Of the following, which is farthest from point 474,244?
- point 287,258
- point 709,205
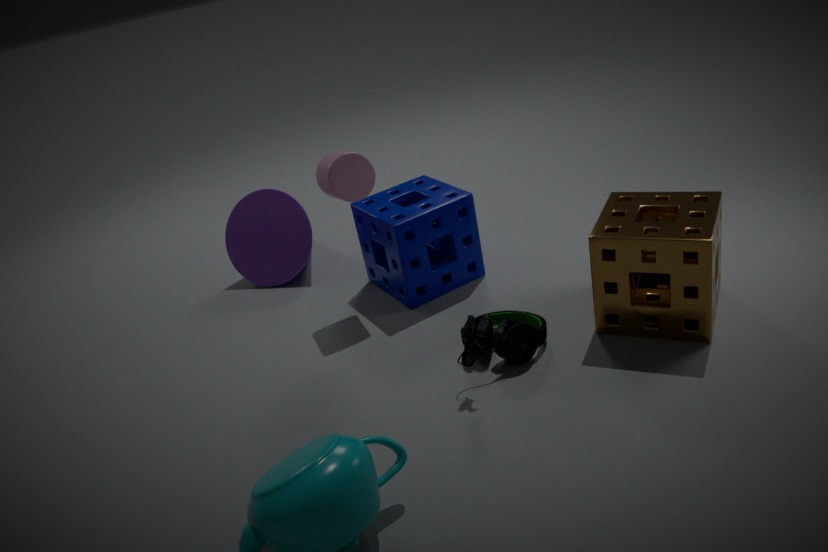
point 709,205
